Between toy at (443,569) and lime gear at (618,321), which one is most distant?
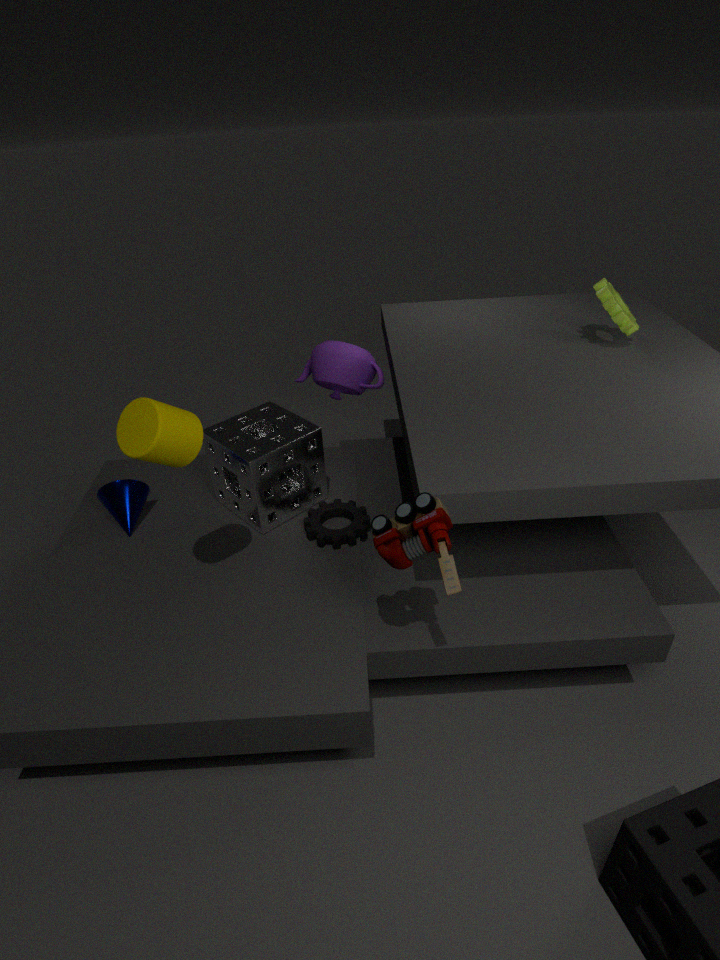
lime gear at (618,321)
